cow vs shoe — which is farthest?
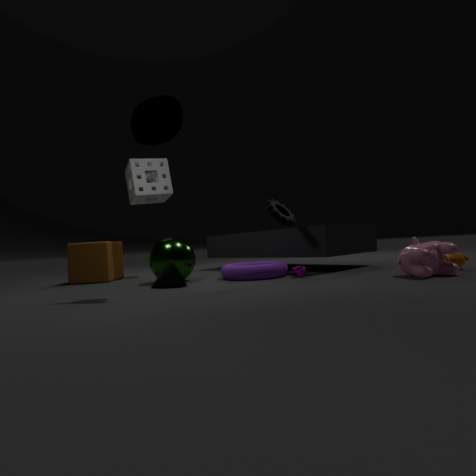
shoe
